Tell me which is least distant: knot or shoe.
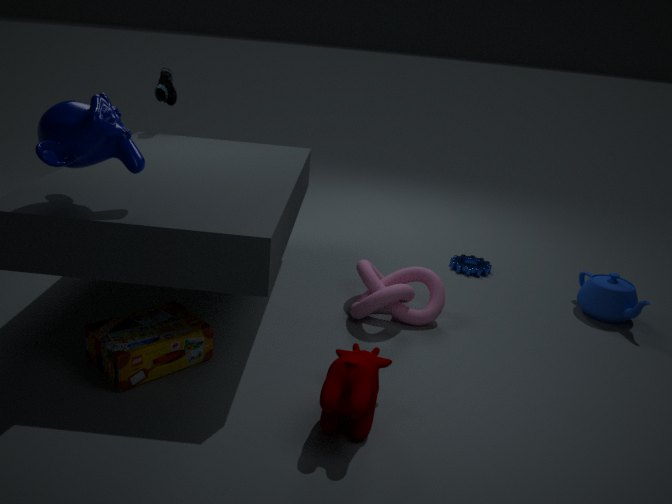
knot
